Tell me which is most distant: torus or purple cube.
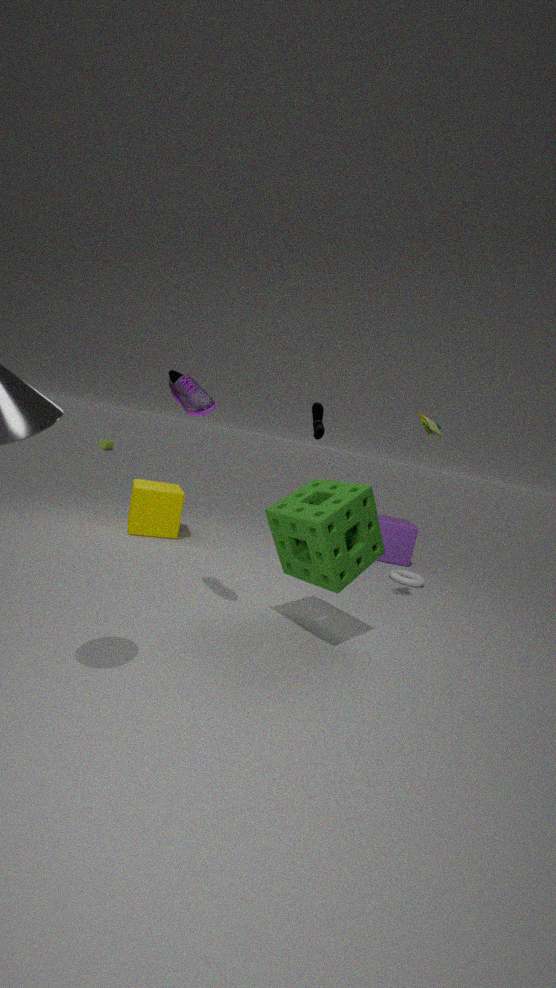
purple cube
